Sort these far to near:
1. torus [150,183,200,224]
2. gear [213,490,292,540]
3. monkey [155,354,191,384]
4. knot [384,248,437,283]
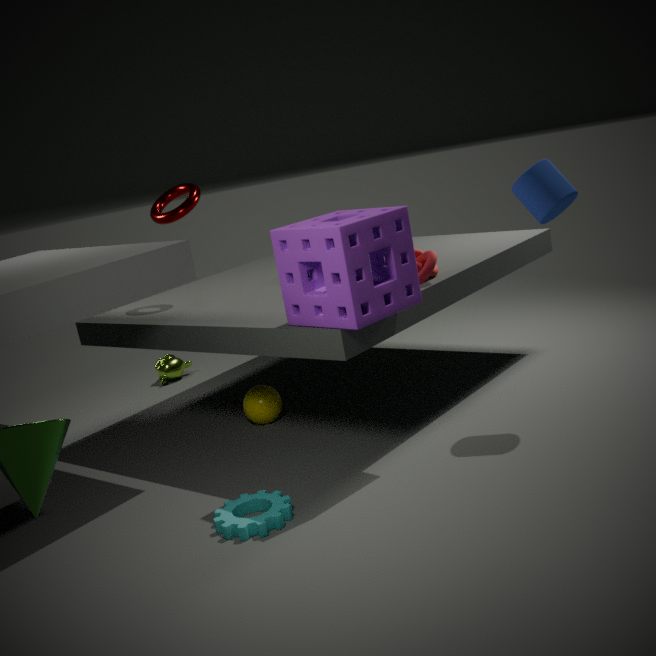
monkey [155,354,191,384] < torus [150,183,200,224] < knot [384,248,437,283] < gear [213,490,292,540]
